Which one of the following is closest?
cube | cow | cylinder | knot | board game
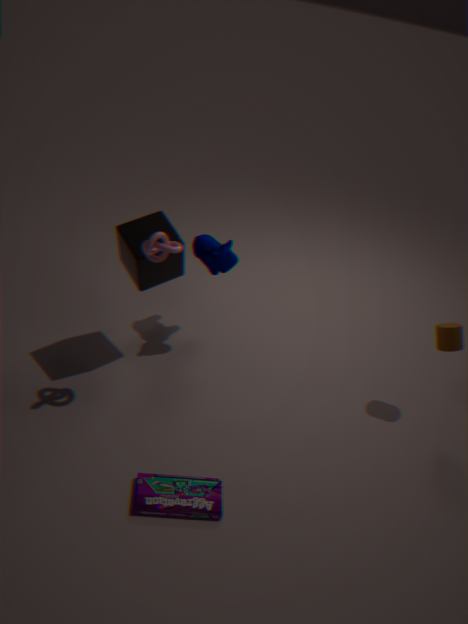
board game
